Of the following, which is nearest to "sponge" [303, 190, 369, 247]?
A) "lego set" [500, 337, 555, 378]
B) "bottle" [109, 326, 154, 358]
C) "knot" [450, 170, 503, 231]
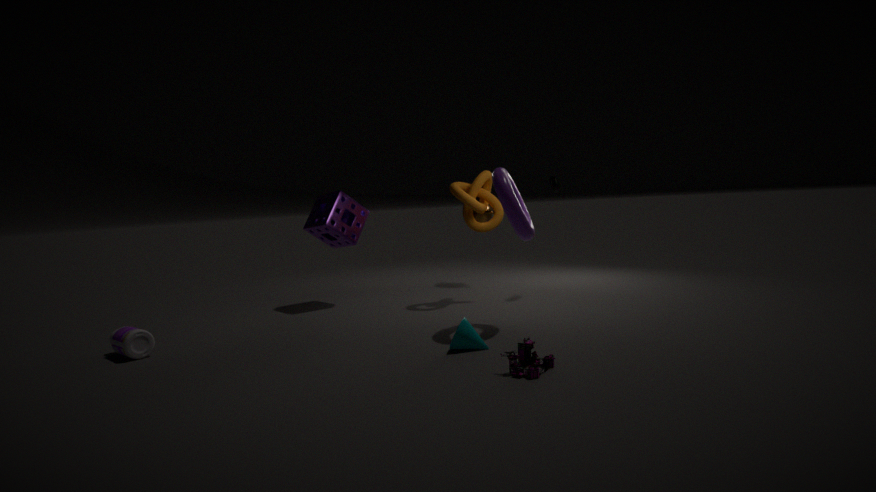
"knot" [450, 170, 503, 231]
